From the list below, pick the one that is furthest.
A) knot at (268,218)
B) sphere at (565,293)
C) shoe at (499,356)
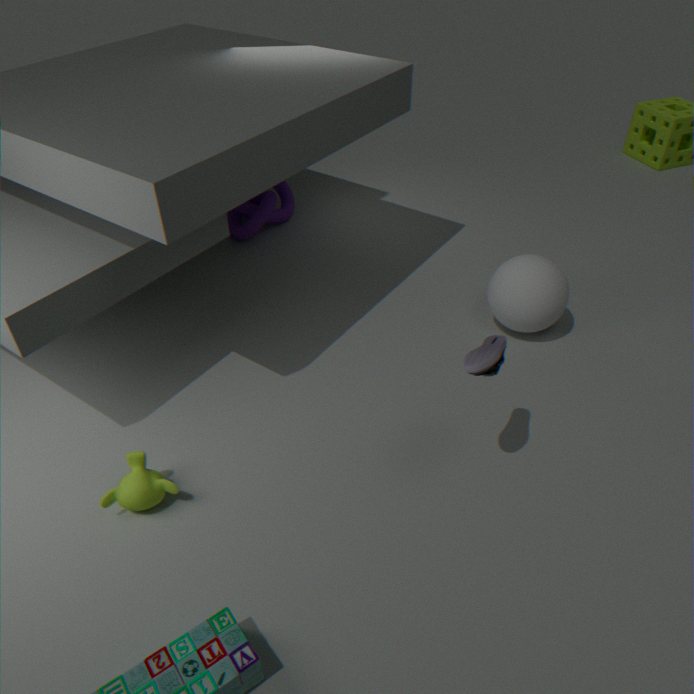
knot at (268,218)
